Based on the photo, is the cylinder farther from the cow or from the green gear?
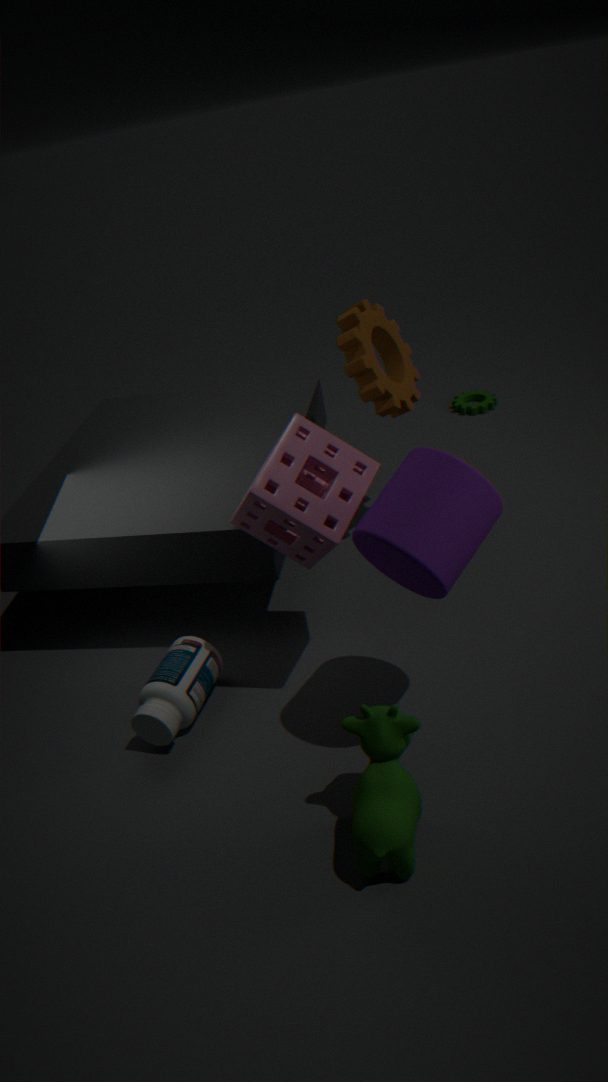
the green gear
